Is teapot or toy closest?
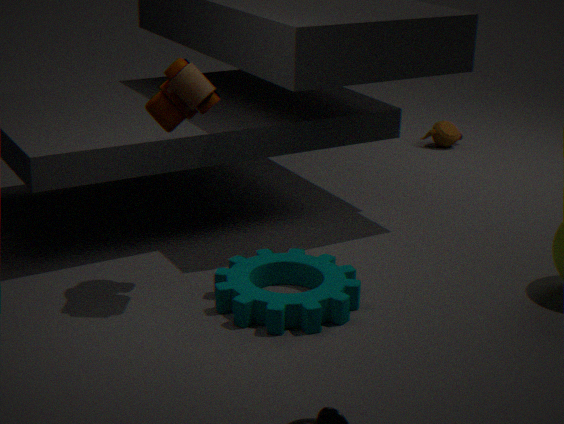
toy
